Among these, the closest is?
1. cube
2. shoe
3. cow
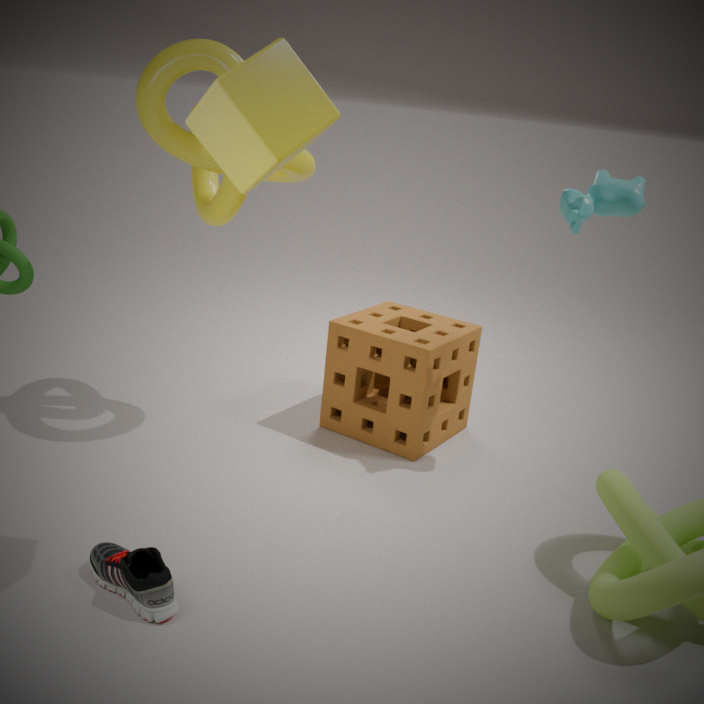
cube
